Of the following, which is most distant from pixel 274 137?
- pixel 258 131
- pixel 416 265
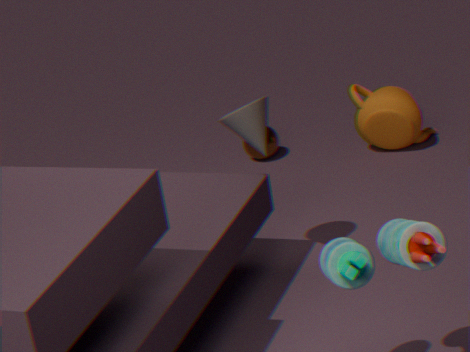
pixel 416 265
